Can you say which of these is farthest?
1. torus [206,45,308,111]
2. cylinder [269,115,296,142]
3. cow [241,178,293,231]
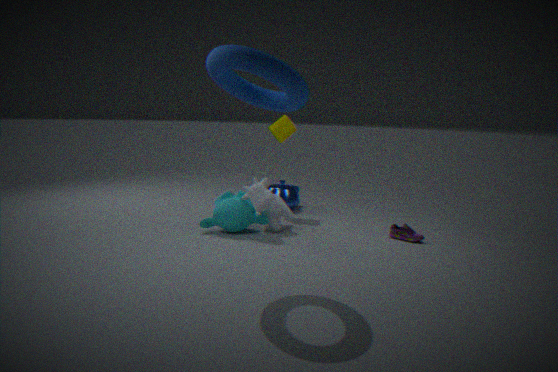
cylinder [269,115,296,142]
